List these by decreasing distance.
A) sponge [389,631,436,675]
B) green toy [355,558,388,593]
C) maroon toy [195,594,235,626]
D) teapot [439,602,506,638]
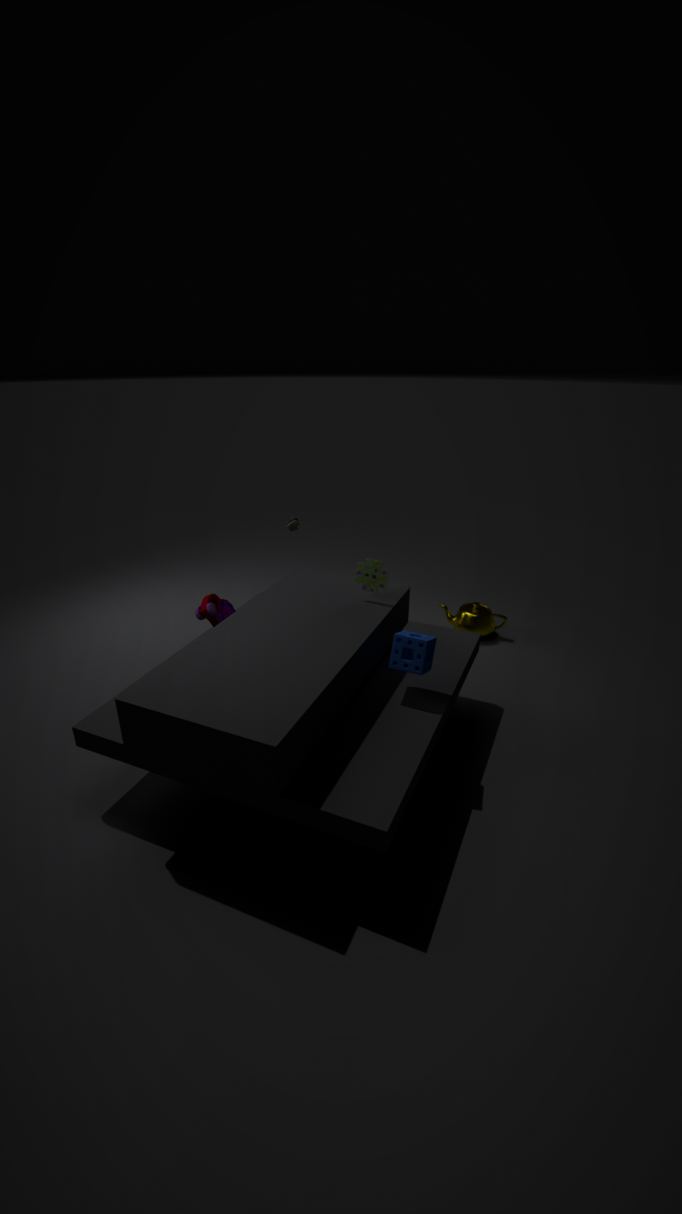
1. teapot [439,602,506,638]
2. green toy [355,558,388,593]
3. maroon toy [195,594,235,626]
4. sponge [389,631,436,675]
